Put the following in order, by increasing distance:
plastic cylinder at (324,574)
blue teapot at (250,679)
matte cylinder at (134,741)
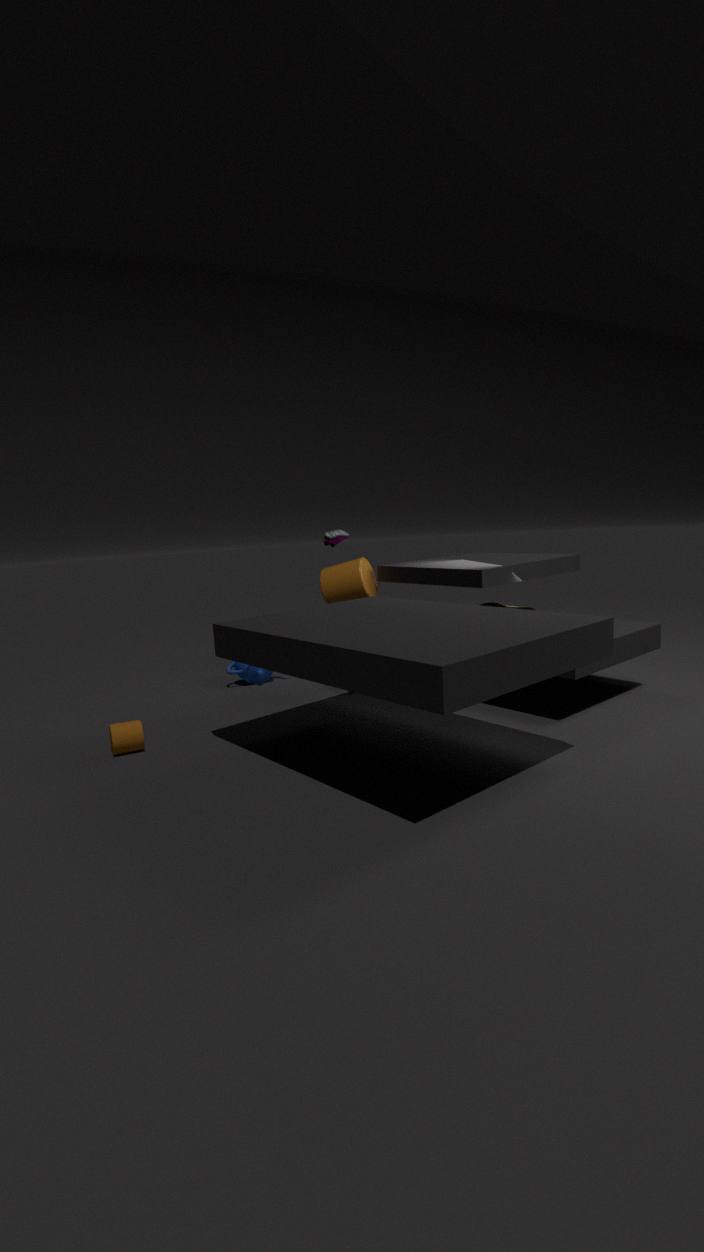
matte cylinder at (134,741) → plastic cylinder at (324,574) → blue teapot at (250,679)
